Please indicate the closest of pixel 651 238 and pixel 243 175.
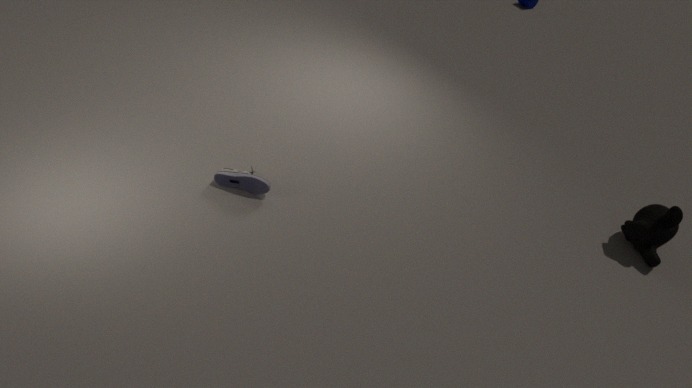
pixel 651 238
